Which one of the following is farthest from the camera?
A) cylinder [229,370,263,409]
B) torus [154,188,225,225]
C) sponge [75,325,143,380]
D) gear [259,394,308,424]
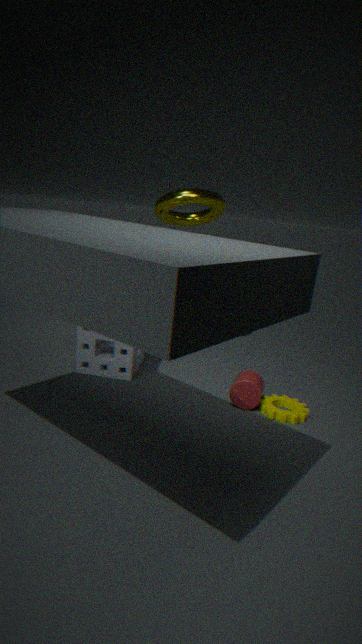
torus [154,188,225,225]
